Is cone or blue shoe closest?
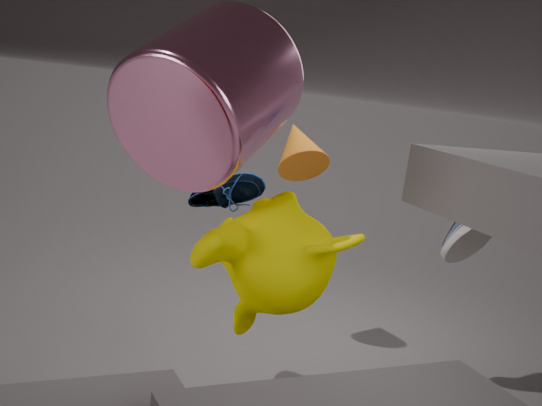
blue shoe
